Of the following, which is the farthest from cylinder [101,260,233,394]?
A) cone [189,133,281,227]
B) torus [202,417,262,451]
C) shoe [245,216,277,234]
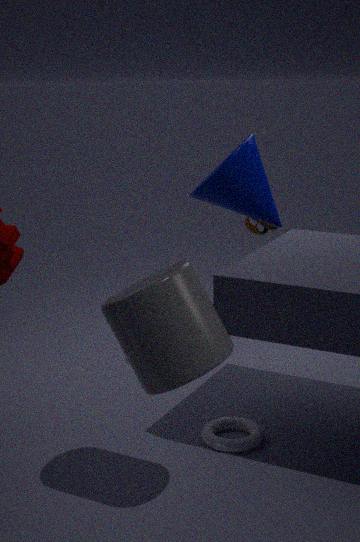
shoe [245,216,277,234]
